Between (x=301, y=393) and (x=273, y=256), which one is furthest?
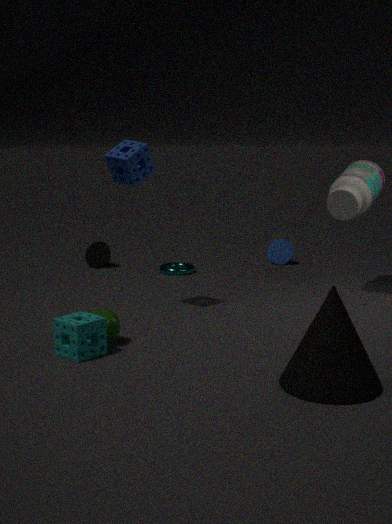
(x=273, y=256)
